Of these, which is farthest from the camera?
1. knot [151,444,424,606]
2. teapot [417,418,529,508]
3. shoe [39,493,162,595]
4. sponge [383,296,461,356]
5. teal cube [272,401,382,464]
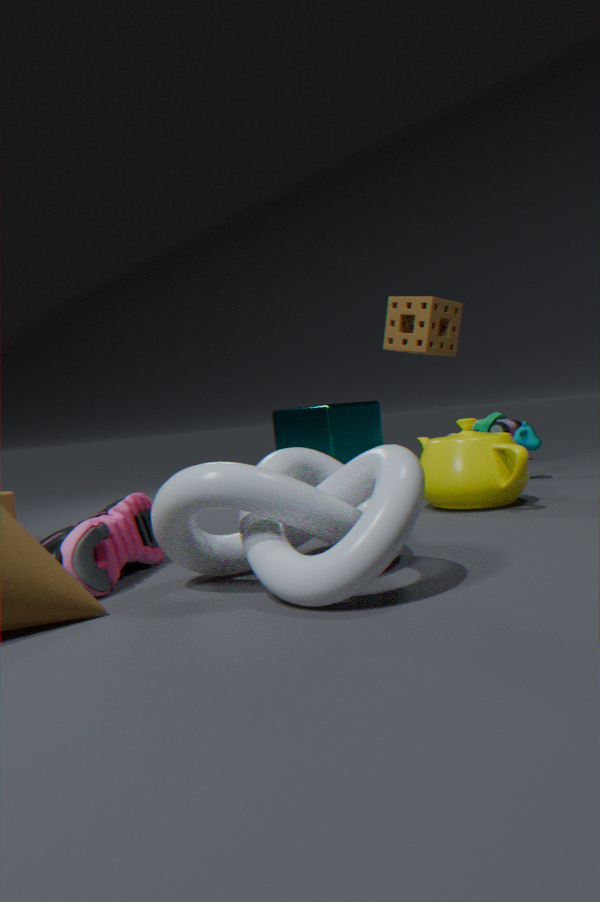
teal cube [272,401,382,464]
